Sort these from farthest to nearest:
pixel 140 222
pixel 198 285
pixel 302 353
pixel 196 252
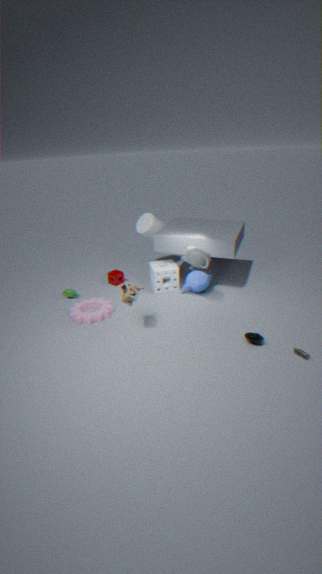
pixel 140 222 < pixel 198 285 < pixel 196 252 < pixel 302 353
